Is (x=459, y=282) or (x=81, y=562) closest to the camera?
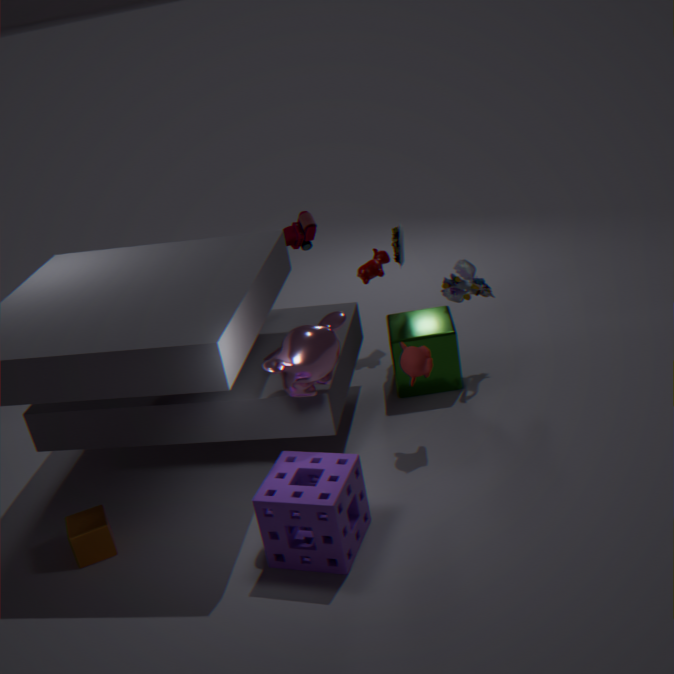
(x=81, y=562)
